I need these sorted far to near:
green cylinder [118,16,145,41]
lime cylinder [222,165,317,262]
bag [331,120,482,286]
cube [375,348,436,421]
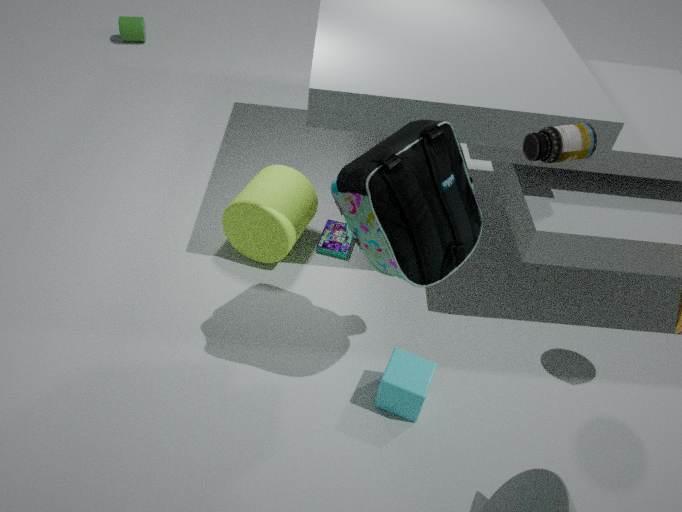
green cylinder [118,16,145,41], lime cylinder [222,165,317,262], cube [375,348,436,421], bag [331,120,482,286]
